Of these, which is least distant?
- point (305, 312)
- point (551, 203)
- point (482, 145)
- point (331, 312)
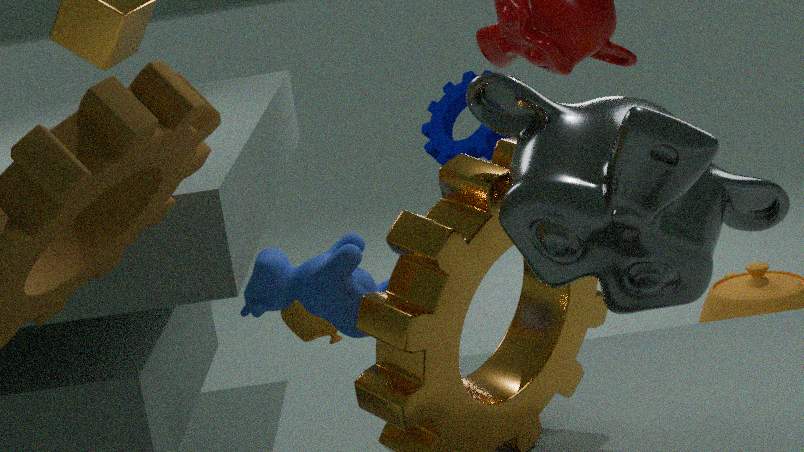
point (551, 203)
